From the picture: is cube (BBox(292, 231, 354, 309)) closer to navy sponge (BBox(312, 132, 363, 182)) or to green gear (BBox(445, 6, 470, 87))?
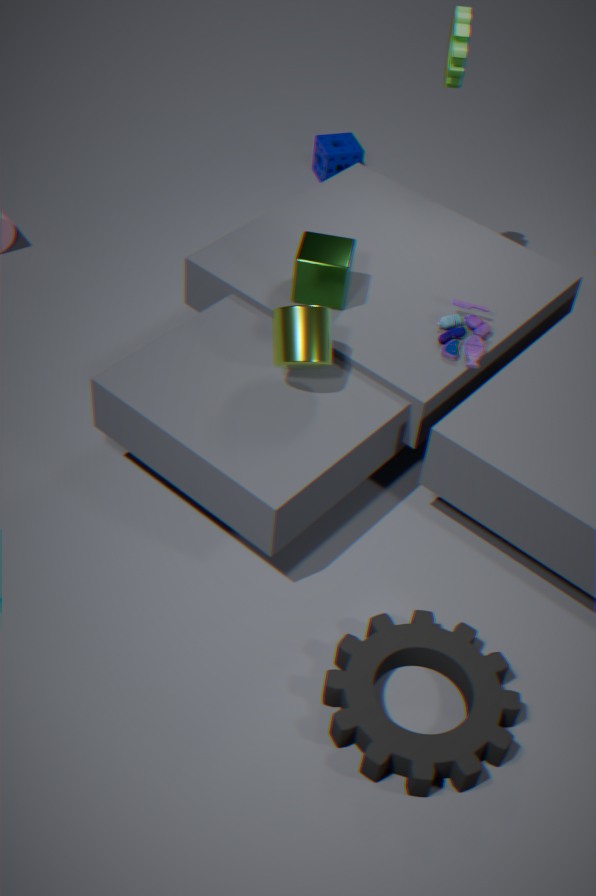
green gear (BBox(445, 6, 470, 87))
